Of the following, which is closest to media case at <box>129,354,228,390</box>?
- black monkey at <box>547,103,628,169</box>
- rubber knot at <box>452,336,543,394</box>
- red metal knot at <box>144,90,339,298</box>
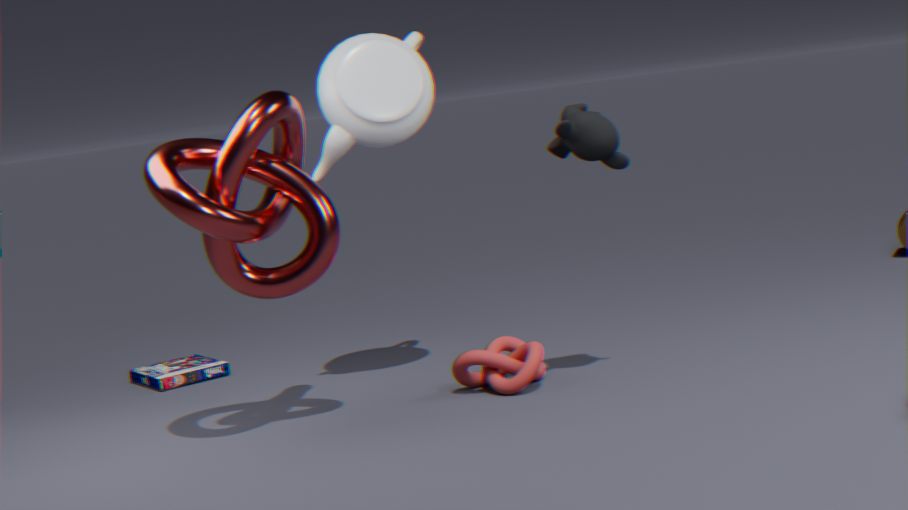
red metal knot at <box>144,90,339,298</box>
